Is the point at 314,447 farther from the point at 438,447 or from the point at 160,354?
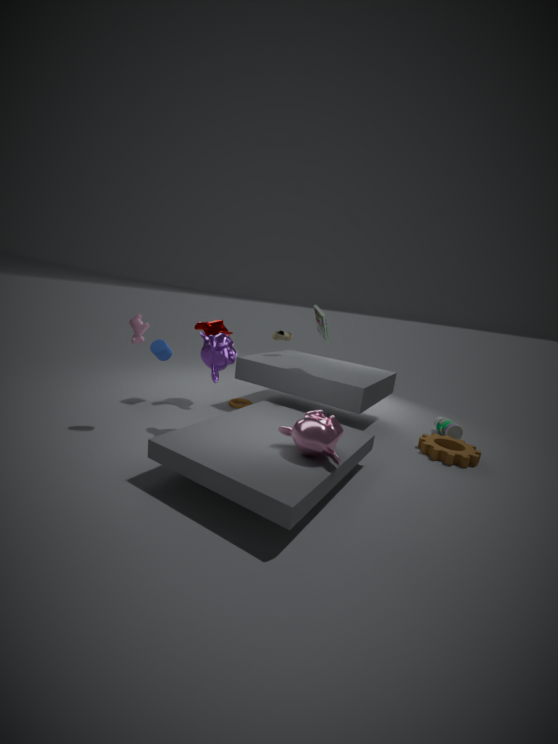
the point at 160,354
